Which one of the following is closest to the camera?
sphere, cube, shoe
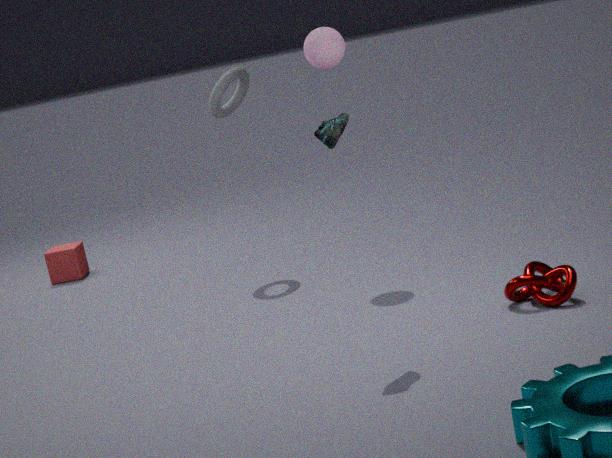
shoe
